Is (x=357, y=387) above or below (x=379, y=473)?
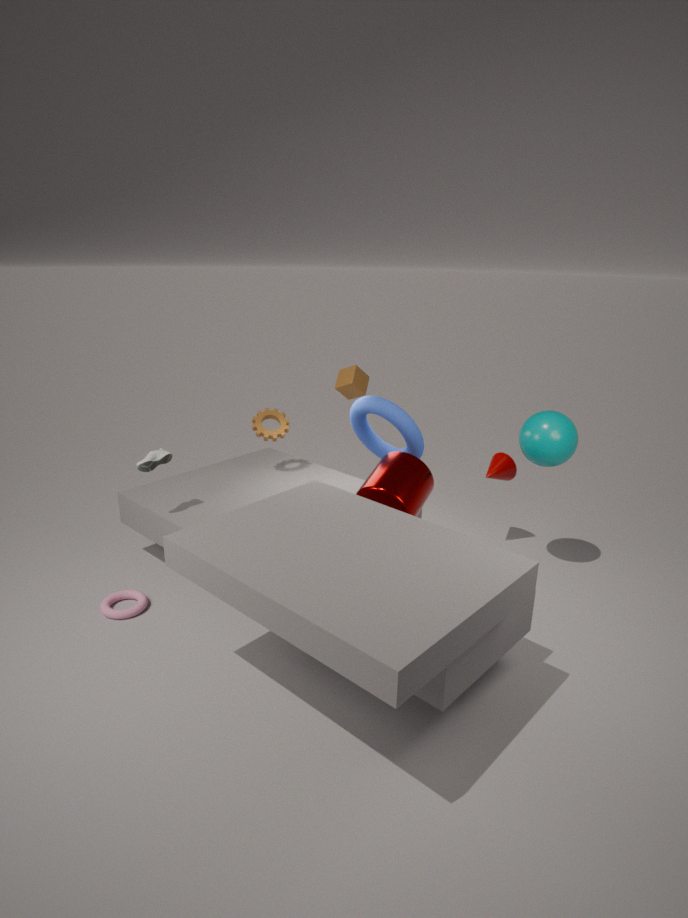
above
